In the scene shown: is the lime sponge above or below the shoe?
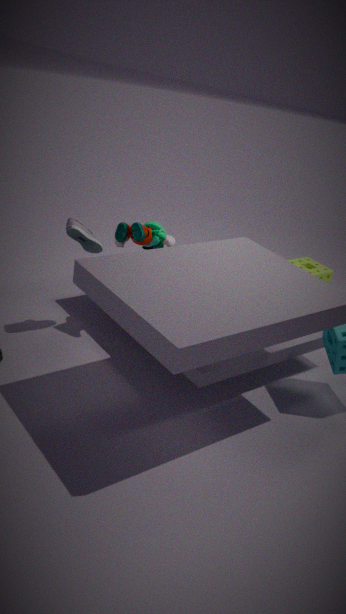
below
